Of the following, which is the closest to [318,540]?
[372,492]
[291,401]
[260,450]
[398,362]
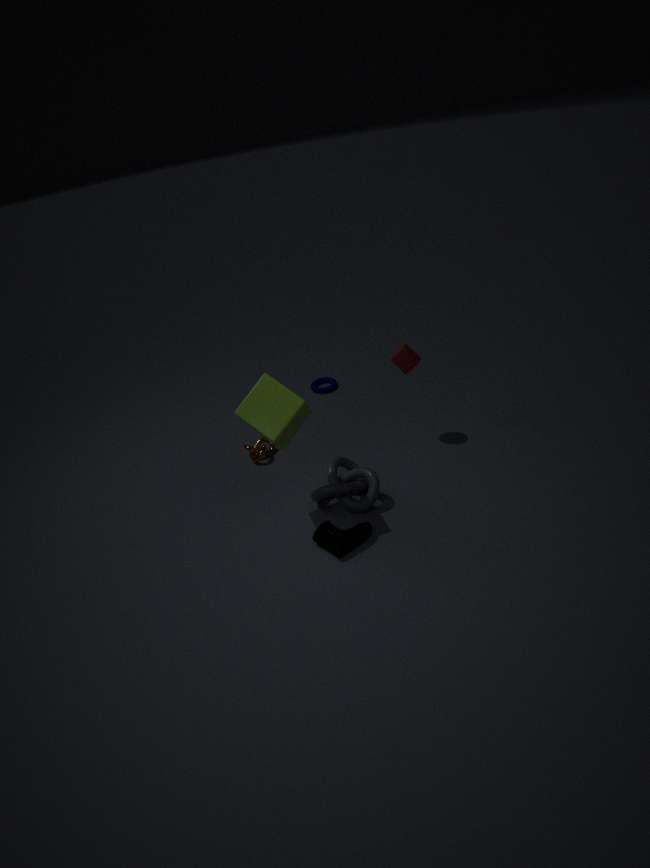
[372,492]
